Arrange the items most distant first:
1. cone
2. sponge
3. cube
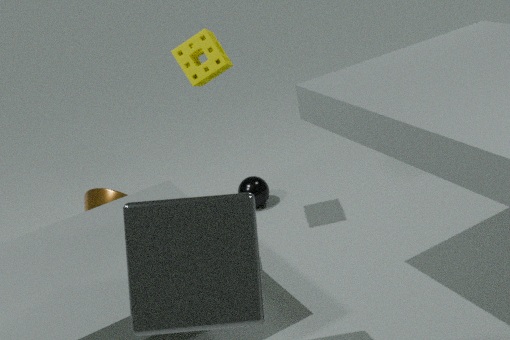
cone < sponge < cube
